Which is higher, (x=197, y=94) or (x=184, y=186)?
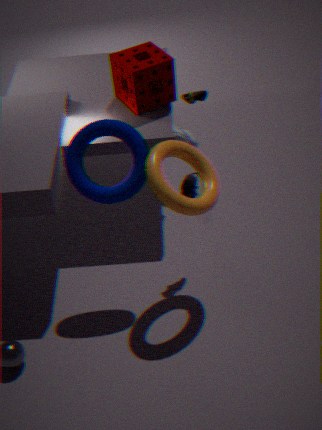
(x=197, y=94)
